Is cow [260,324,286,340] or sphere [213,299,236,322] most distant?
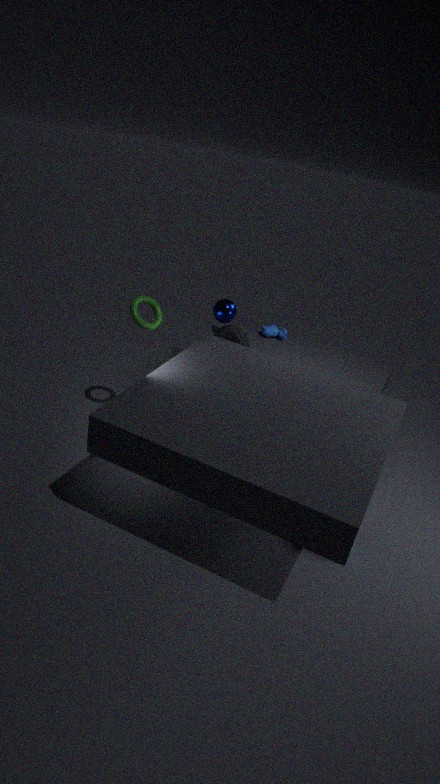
cow [260,324,286,340]
